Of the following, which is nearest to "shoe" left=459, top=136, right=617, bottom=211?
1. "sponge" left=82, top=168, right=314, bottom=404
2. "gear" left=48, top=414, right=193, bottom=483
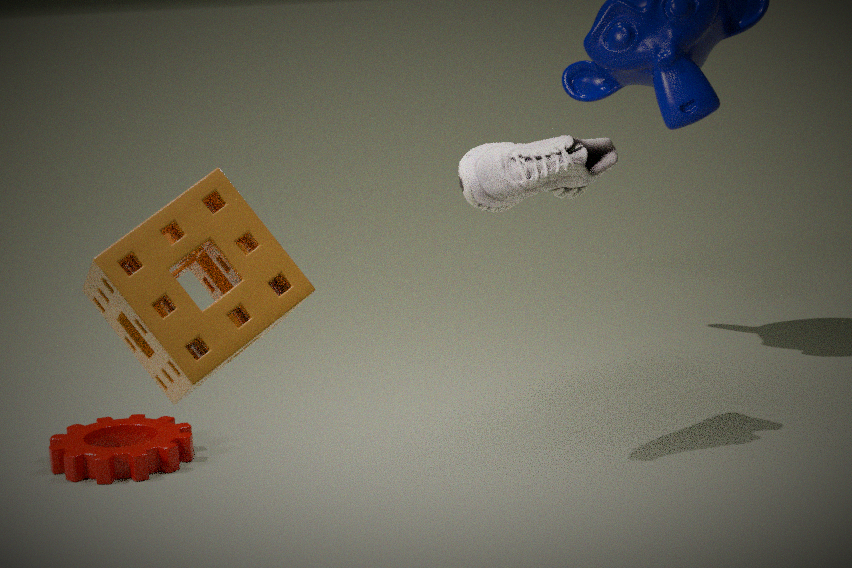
"gear" left=48, top=414, right=193, bottom=483
